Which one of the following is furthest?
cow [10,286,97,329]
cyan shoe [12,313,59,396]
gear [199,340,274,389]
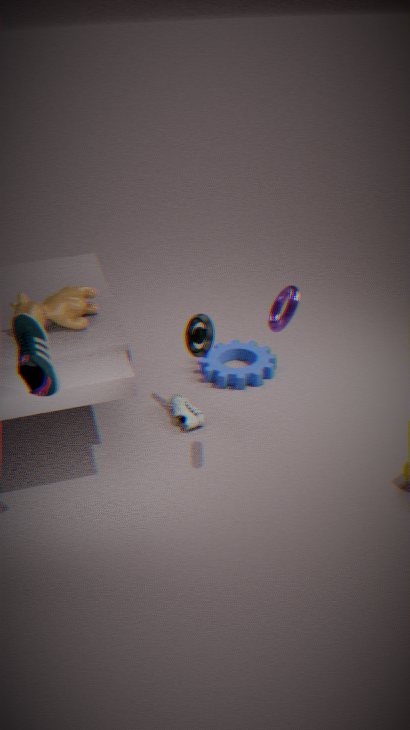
gear [199,340,274,389]
